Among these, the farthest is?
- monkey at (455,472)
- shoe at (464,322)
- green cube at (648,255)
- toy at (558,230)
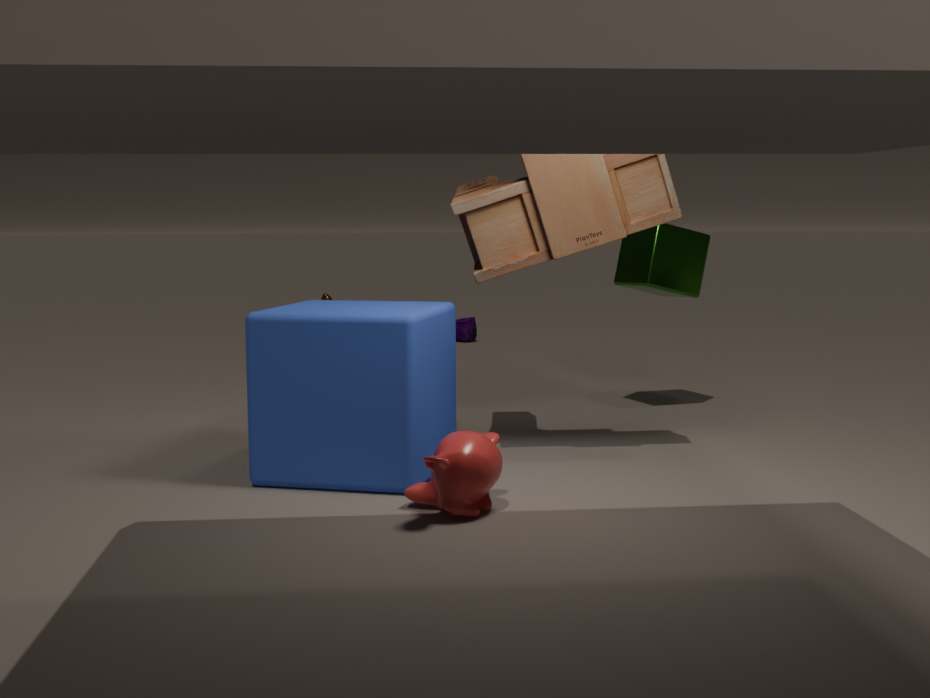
shoe at (464,322)
